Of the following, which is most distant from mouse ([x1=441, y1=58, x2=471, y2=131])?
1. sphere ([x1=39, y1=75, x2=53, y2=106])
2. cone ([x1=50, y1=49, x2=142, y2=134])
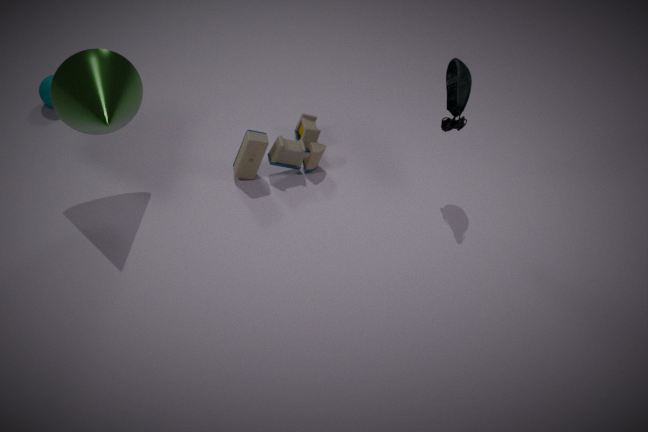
sphere ([x1=39, y1=75, x2=53, y2=106])
